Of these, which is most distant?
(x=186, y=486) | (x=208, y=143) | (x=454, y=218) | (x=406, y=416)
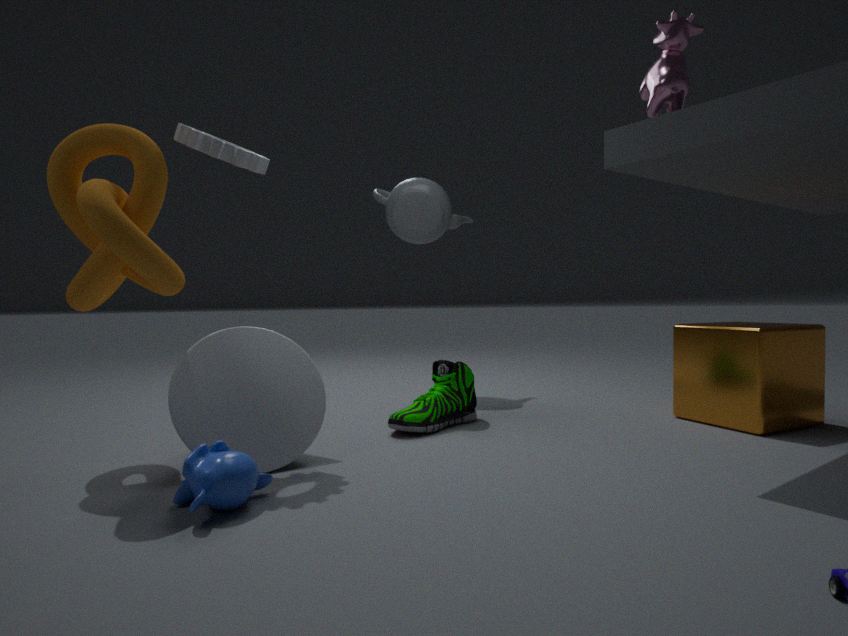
(x=454, y=218)
